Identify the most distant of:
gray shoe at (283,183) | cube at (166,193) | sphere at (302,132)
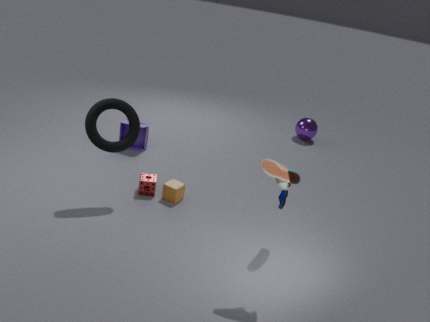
sphere at (302,132)
